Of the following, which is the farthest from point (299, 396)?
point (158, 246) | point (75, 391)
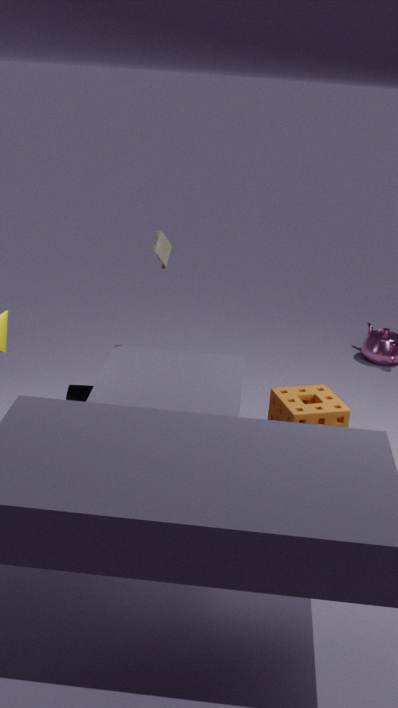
point (75, 391)
